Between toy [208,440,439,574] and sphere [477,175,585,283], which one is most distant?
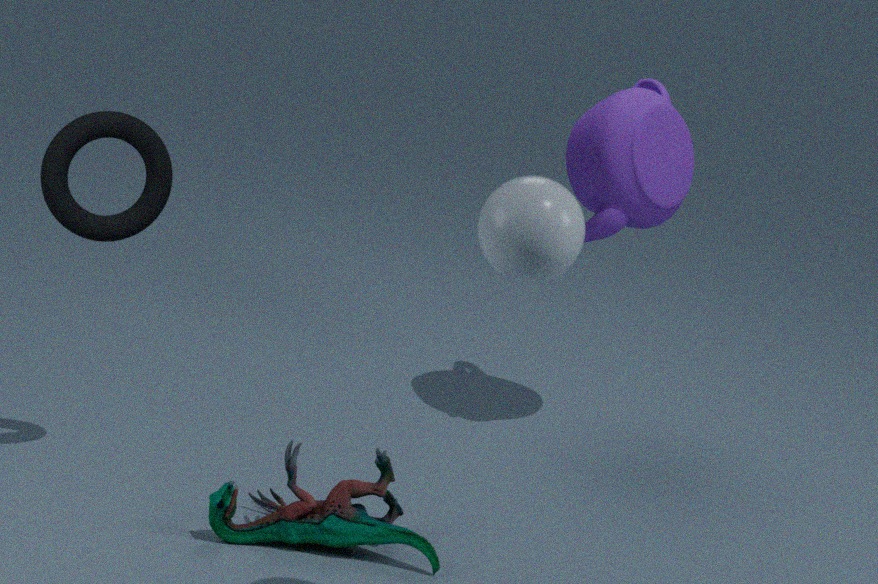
toy [208,440,439,574]
